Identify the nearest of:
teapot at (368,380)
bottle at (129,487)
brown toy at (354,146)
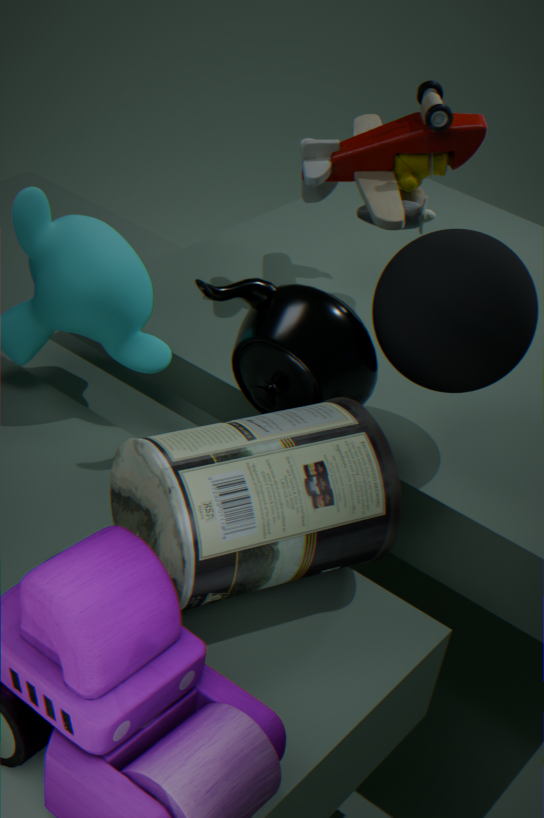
bottle at (129,487)
